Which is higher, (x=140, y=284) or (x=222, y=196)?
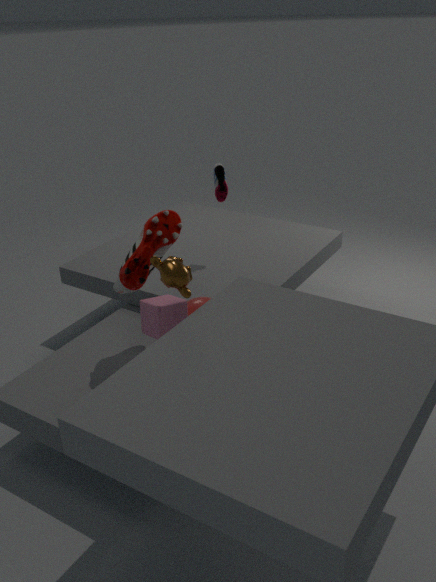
(x=222, y=196)
